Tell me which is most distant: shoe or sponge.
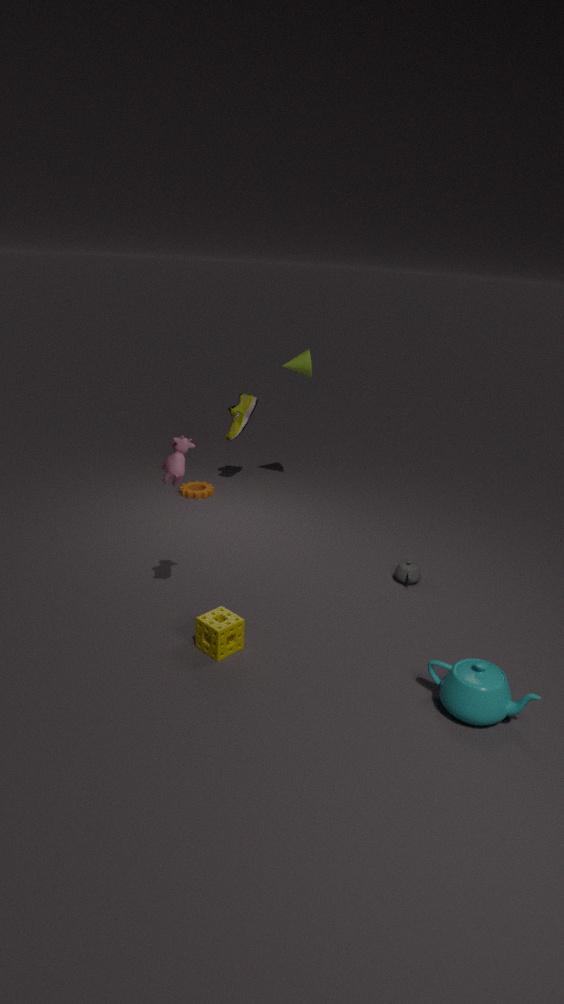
shoe
